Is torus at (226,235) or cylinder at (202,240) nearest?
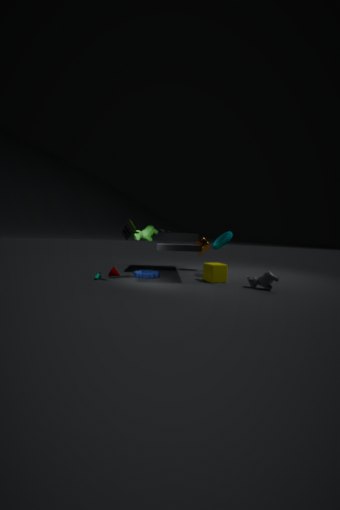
torus at (226,235)
